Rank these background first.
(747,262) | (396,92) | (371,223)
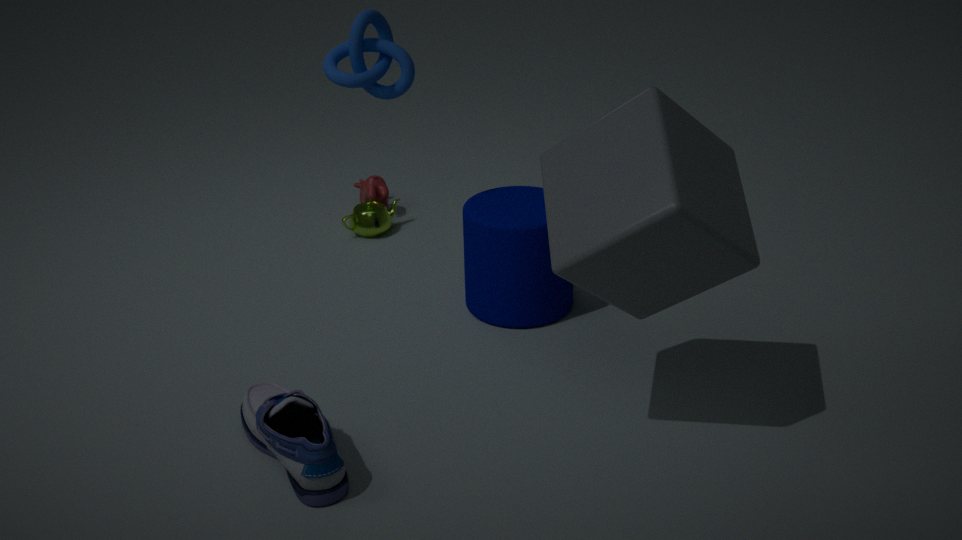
(371,223)
(396,92)
(747,262)
